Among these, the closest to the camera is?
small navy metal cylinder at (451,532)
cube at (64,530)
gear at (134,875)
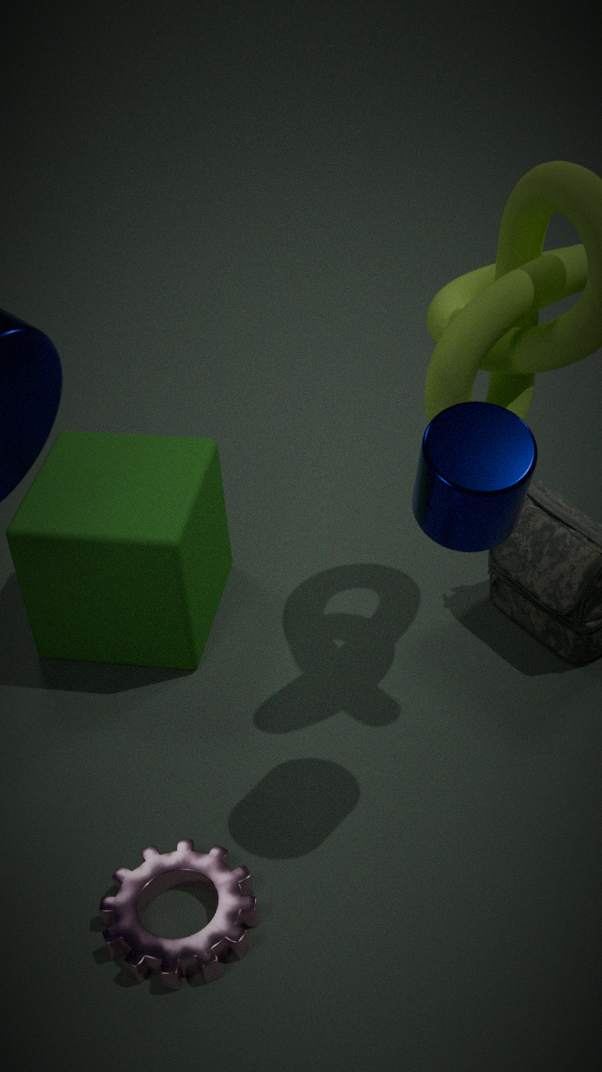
small navy metal cylinder at (451,532)
